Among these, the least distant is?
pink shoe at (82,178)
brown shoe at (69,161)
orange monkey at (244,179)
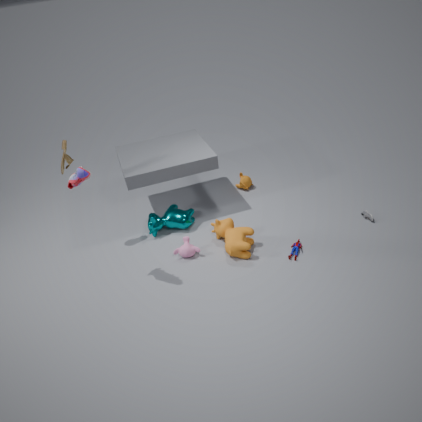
pink shoe at (82,178)
